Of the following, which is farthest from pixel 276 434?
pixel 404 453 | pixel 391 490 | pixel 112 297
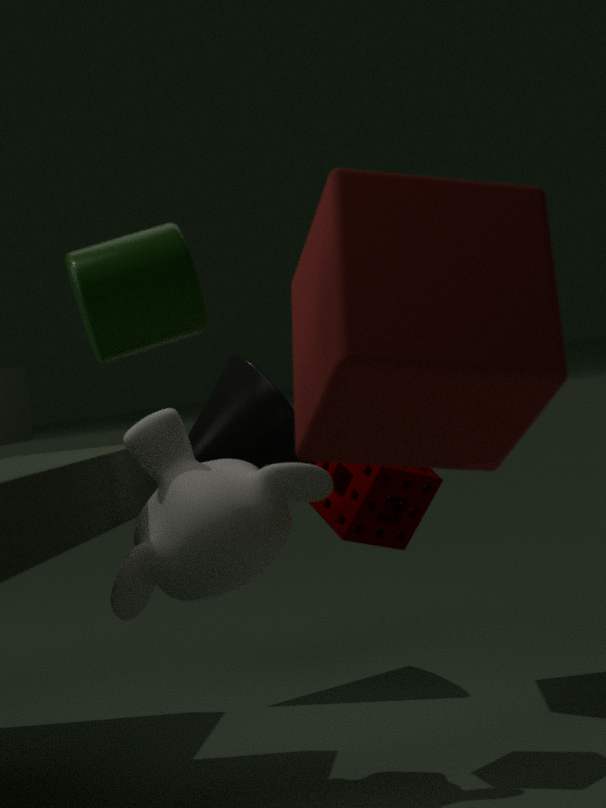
pixel 112 297
